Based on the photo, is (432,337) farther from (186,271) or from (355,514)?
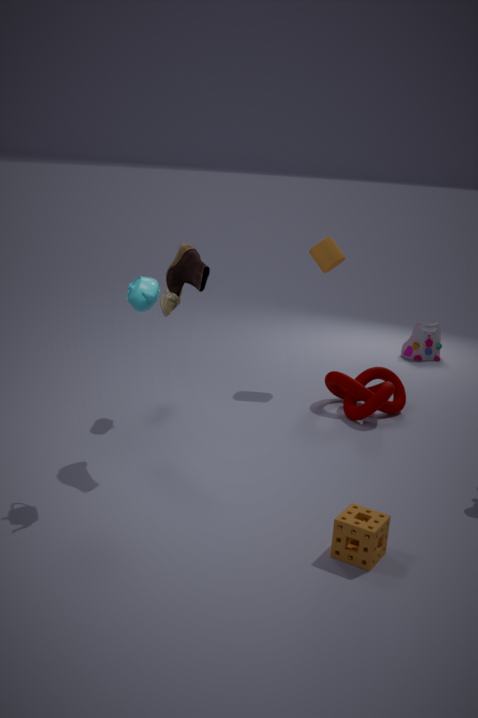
(355,514)
